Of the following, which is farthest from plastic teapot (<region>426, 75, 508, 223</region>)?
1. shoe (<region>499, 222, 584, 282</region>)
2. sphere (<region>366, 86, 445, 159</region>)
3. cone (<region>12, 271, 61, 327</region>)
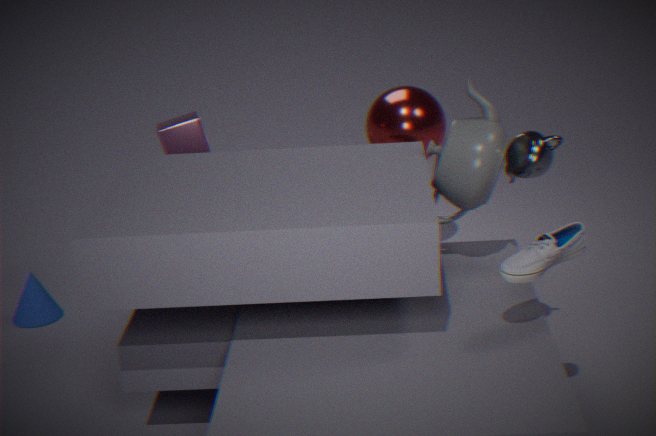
cone (<region>12, 271, 61, 327</region>)
